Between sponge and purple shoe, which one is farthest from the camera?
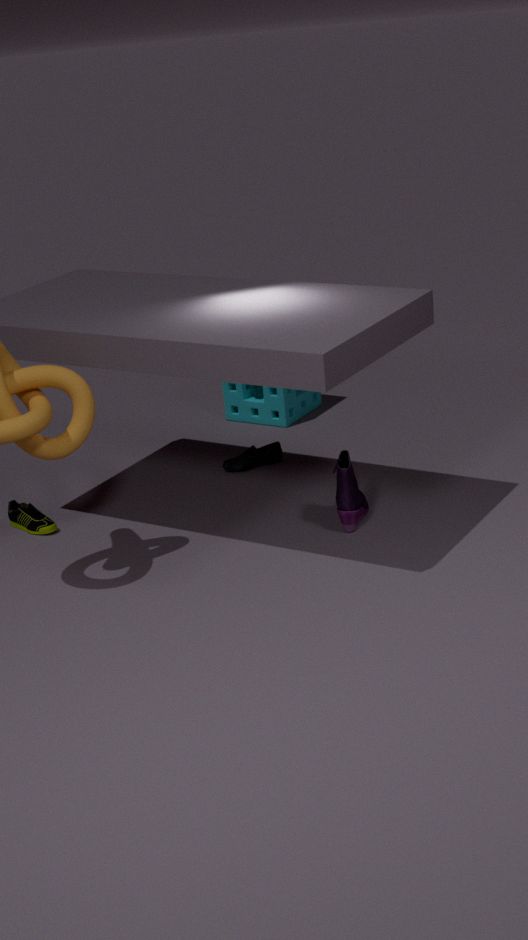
sponge
